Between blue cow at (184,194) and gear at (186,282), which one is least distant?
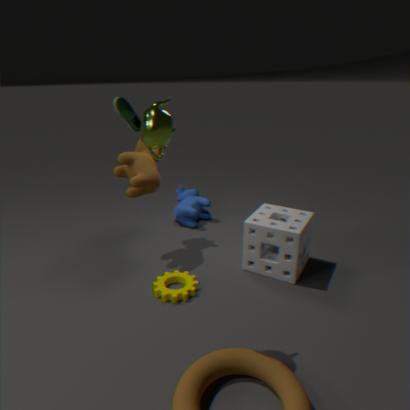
gear at (186,282)
